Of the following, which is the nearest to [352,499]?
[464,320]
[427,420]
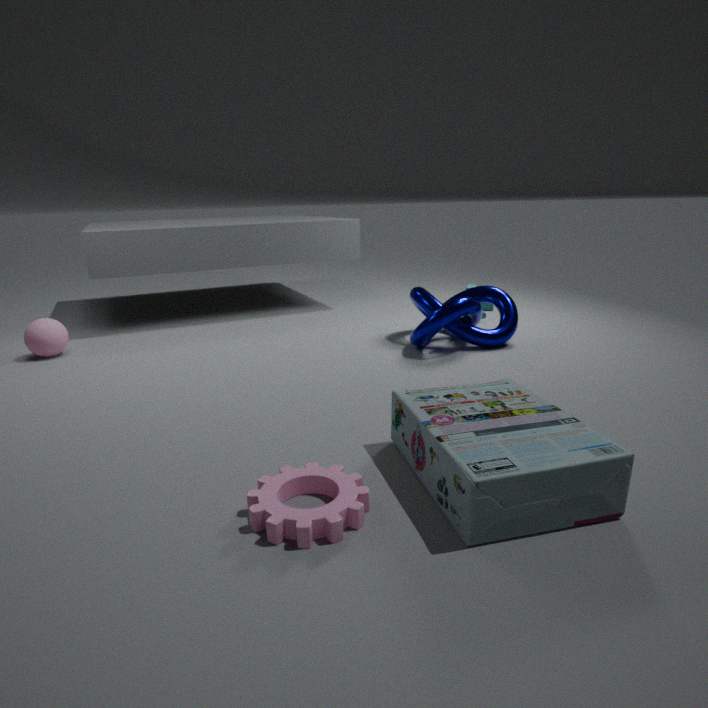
[427,420]
